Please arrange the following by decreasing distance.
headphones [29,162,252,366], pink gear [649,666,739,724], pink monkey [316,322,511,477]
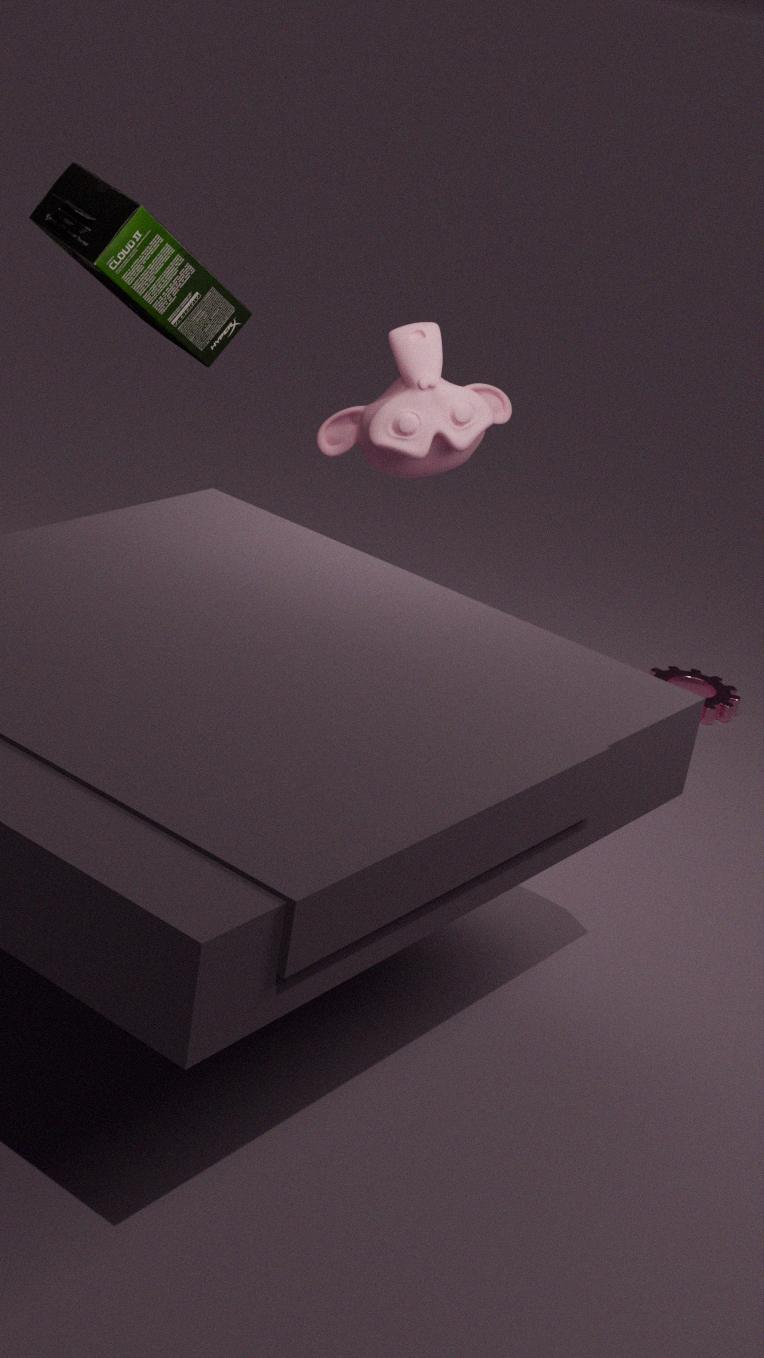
pink gear [649,666,739,724], pink monkey [316,322,511,477], headphones [29,162,252,366]
